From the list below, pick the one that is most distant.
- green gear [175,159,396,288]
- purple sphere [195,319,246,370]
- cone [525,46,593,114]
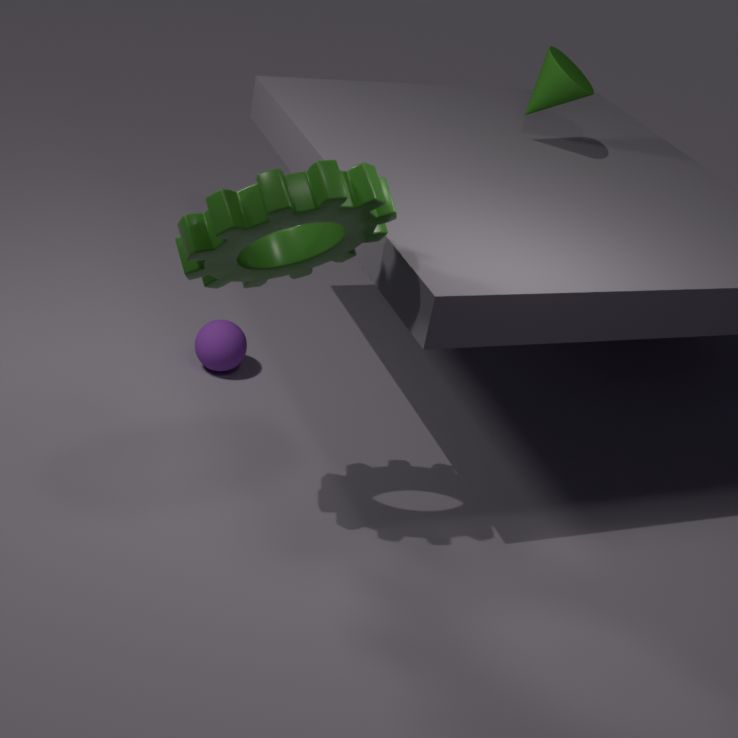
purple sphere [195,319,246,370]
